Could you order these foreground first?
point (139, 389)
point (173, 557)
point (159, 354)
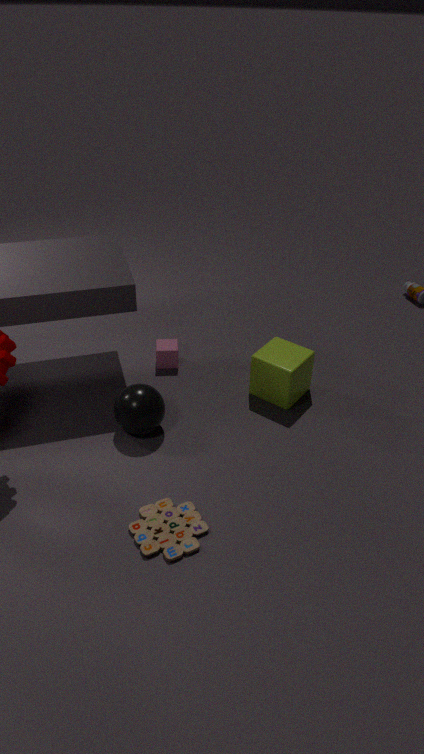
point (173, 557)
point (139, 389)
point (159, 354)
